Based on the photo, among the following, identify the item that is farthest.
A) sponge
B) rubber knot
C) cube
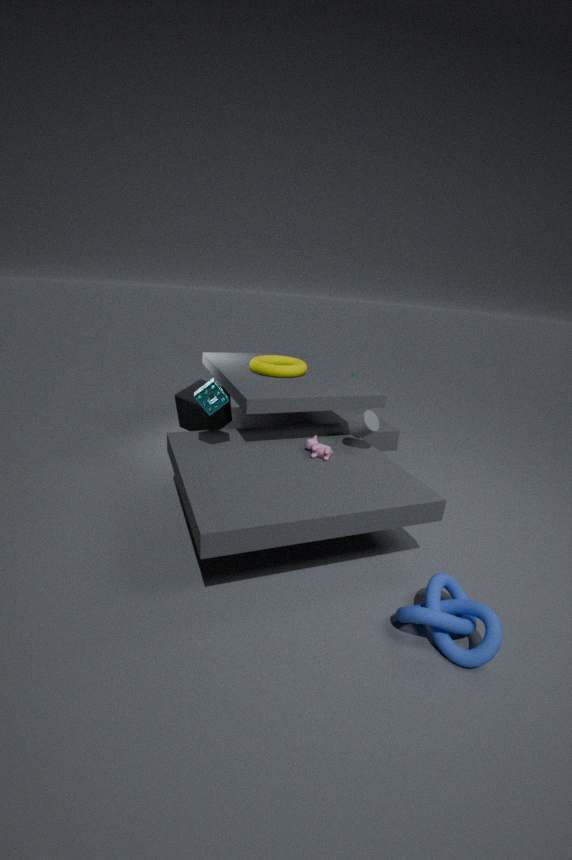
cube
